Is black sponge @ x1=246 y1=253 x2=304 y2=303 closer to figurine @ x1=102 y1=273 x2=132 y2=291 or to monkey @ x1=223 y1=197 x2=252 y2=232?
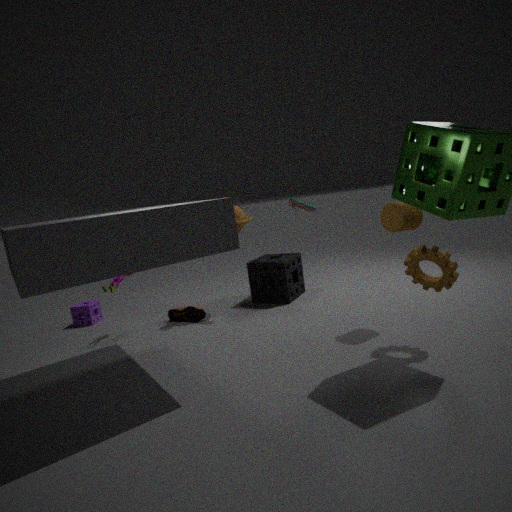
monkey @ x1=223 y1=197 x2=252 y2=232
